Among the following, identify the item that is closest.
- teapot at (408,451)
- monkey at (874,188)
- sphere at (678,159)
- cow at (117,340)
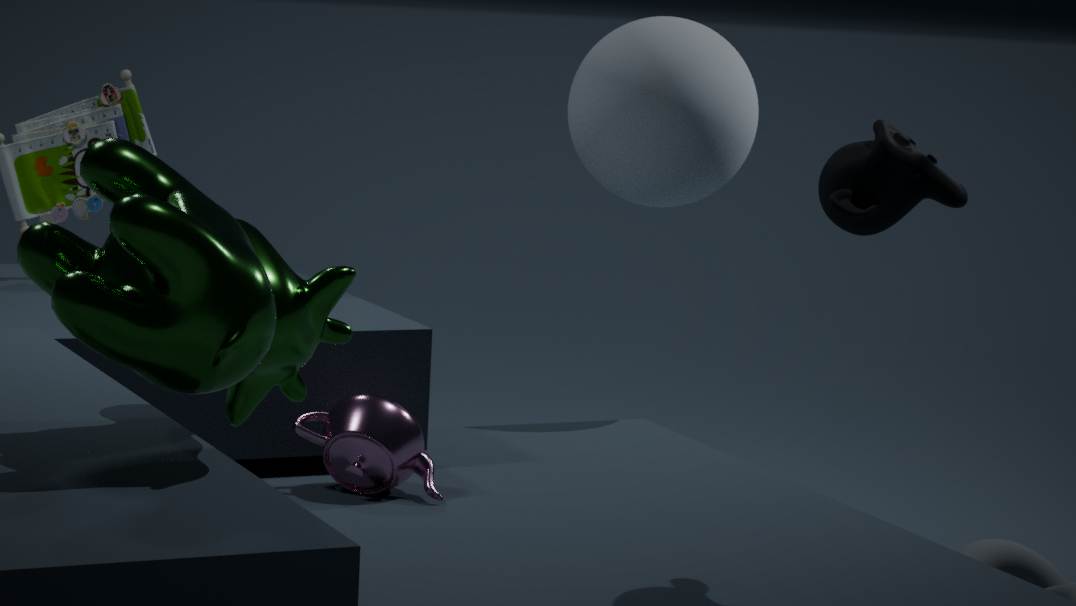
cow at (117,340)
